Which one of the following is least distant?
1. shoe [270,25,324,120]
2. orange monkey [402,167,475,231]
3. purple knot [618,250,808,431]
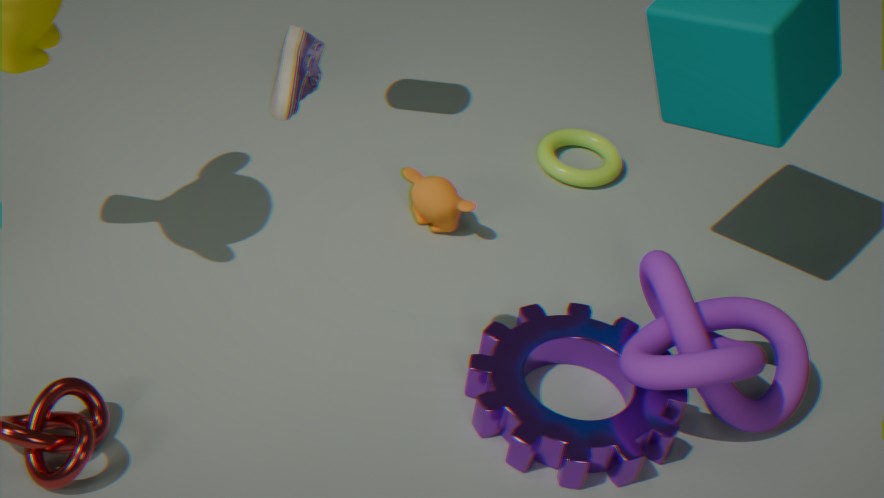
shoe [270,25,324,120]
